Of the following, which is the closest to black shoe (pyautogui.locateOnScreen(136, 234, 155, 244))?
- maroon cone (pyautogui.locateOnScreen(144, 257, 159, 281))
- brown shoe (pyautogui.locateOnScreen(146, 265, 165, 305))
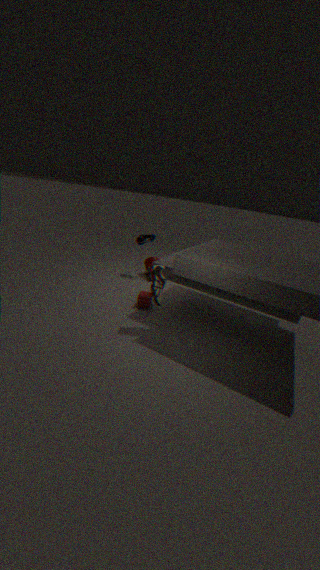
maroon cone (pyautogui.locateOnScreen(144, 257, 159, 281))
